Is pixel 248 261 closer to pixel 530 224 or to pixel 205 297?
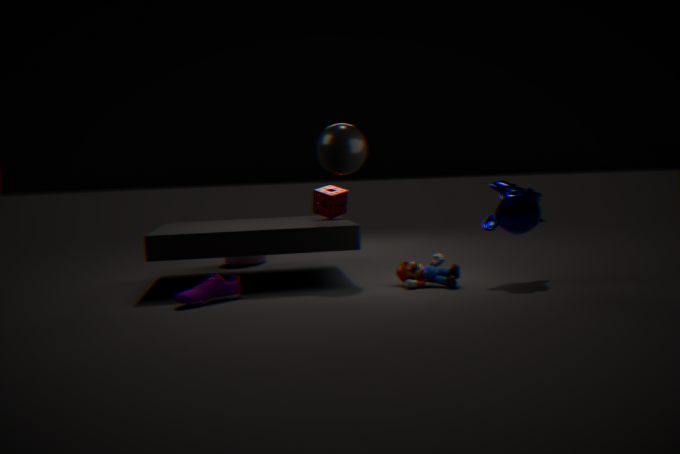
pixel 205 297
